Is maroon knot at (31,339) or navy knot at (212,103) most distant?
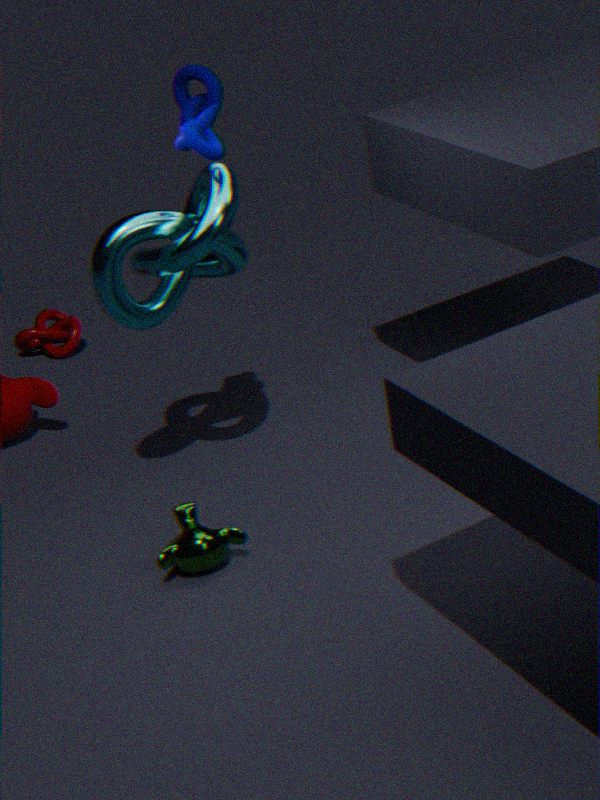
maroon knot at (31,339)
